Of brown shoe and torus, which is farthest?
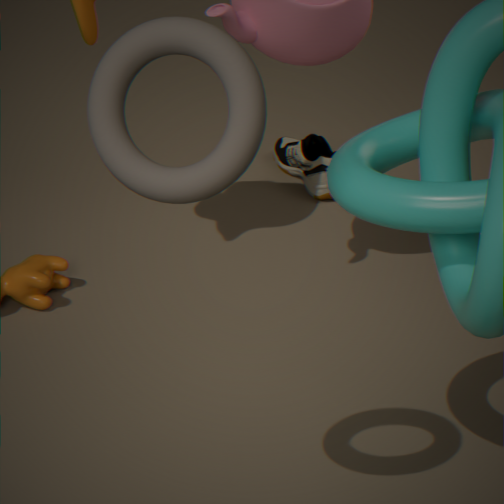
brown shoe
